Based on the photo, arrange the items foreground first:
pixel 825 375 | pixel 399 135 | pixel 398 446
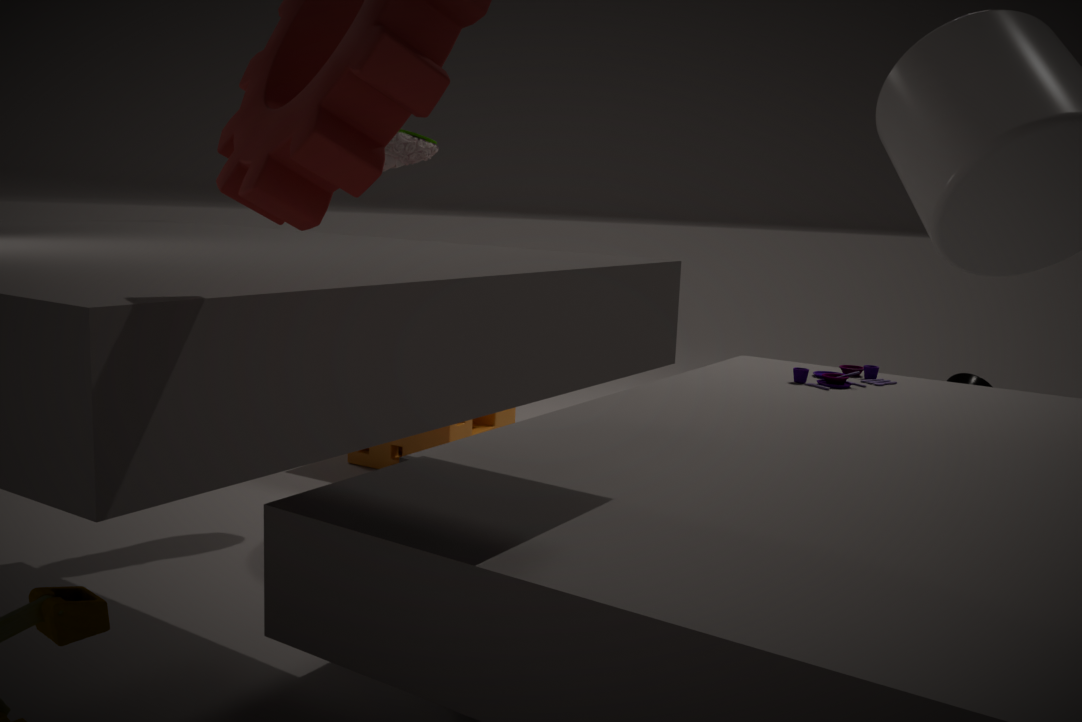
1. pixel 399 135
2. pixel 825 375
3. pixel 398 446
